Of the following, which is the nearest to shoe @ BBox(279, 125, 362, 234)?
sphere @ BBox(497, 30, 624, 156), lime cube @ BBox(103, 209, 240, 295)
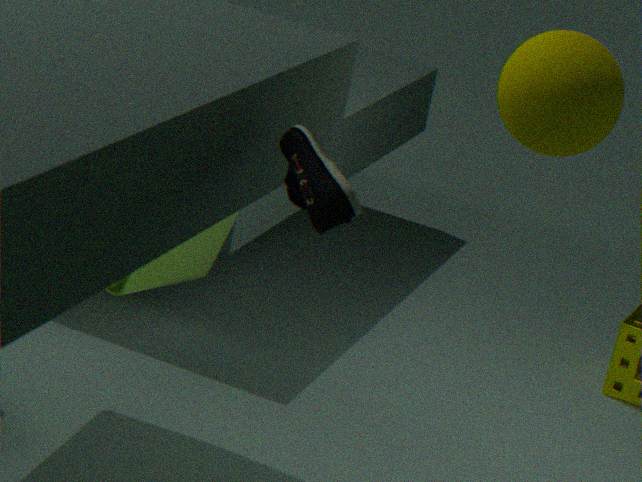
sphere @ BBox(497, 30, 624, 156)
